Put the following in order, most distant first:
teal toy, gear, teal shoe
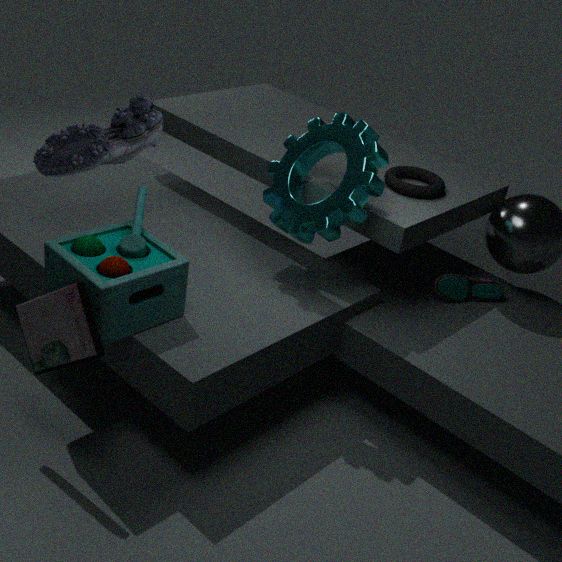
teal shoe < gear < teal toy
